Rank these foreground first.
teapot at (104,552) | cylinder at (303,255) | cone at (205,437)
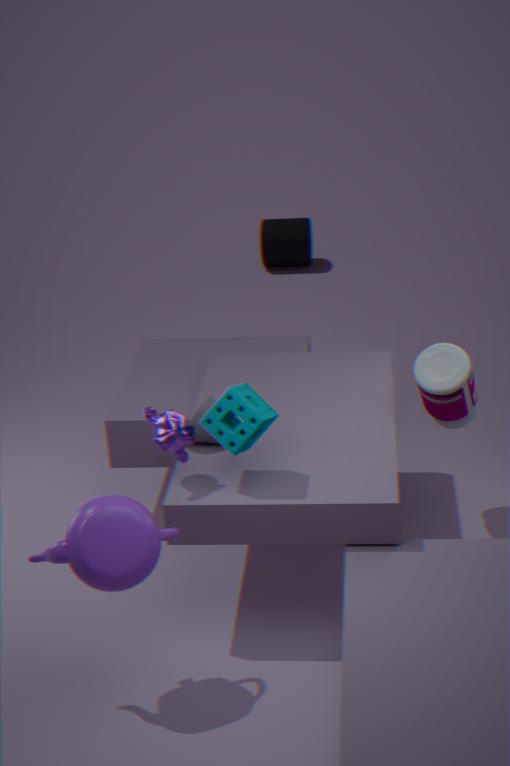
teapot at (104,552) → cone at (205,437) → cylinder at (303,255)
